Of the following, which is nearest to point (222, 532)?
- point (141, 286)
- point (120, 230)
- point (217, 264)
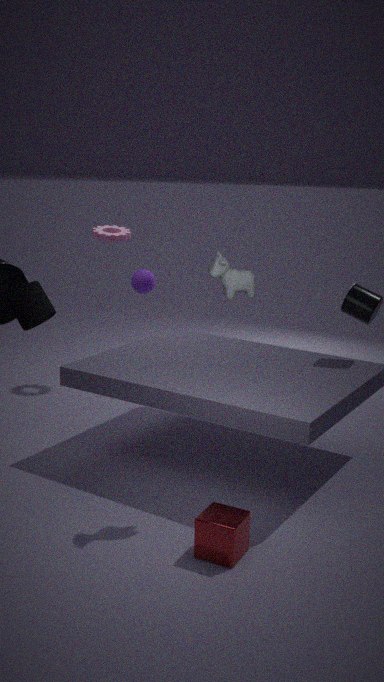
point (217, 264)
